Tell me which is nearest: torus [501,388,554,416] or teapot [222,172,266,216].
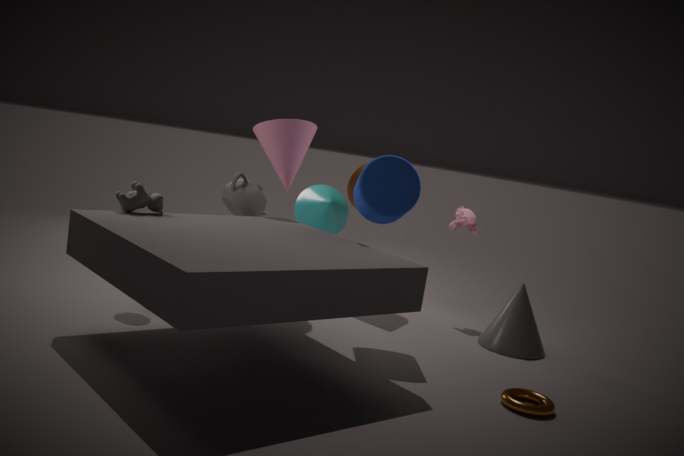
torus [501,388,554,416]
